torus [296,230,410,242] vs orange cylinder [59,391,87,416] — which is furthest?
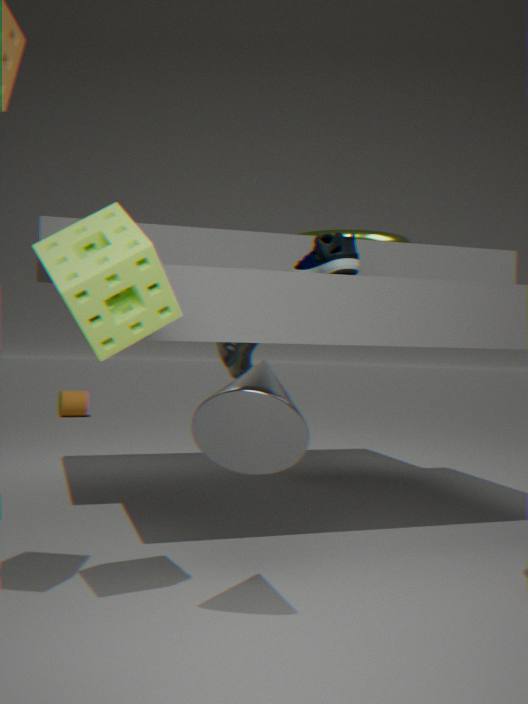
orange cylinder [59,391,87,416]
